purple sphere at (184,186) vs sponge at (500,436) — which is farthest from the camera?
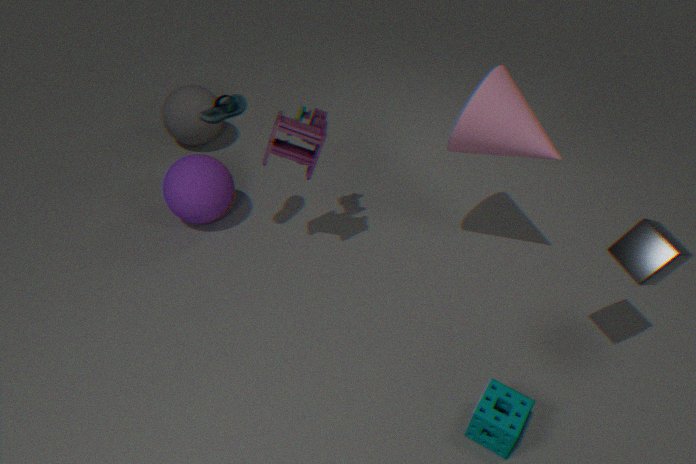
purple sphere at (184,186)
